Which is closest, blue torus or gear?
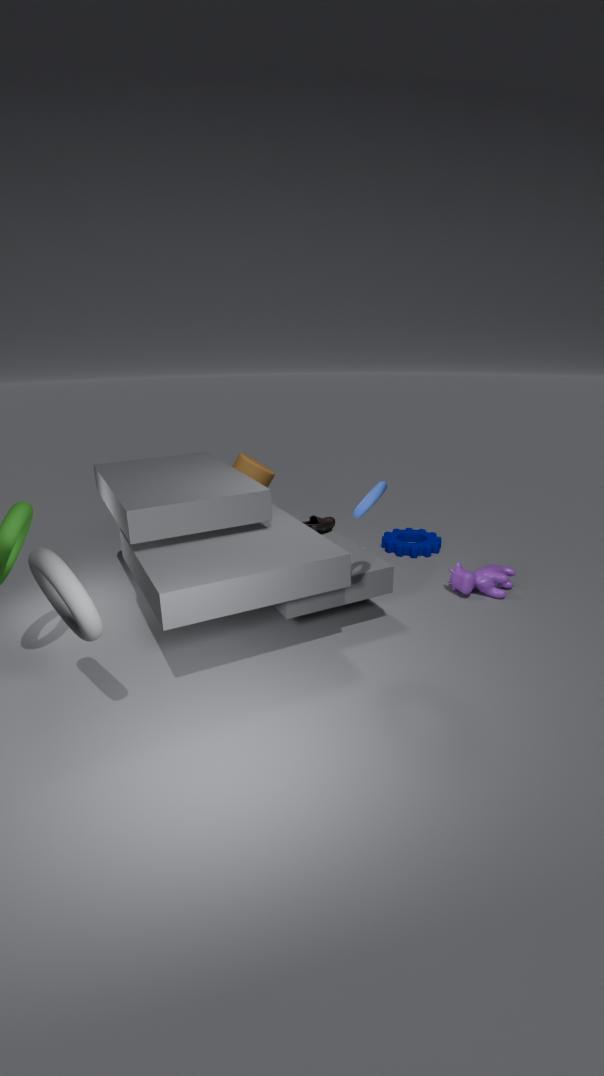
blue torus
